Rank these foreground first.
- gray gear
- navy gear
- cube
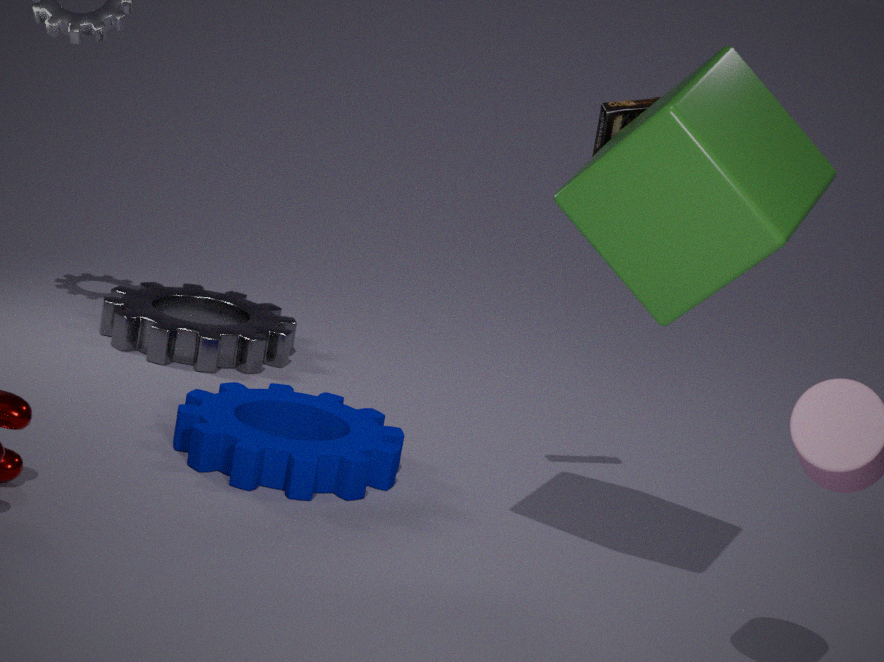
cube
navy gear
gray gear
